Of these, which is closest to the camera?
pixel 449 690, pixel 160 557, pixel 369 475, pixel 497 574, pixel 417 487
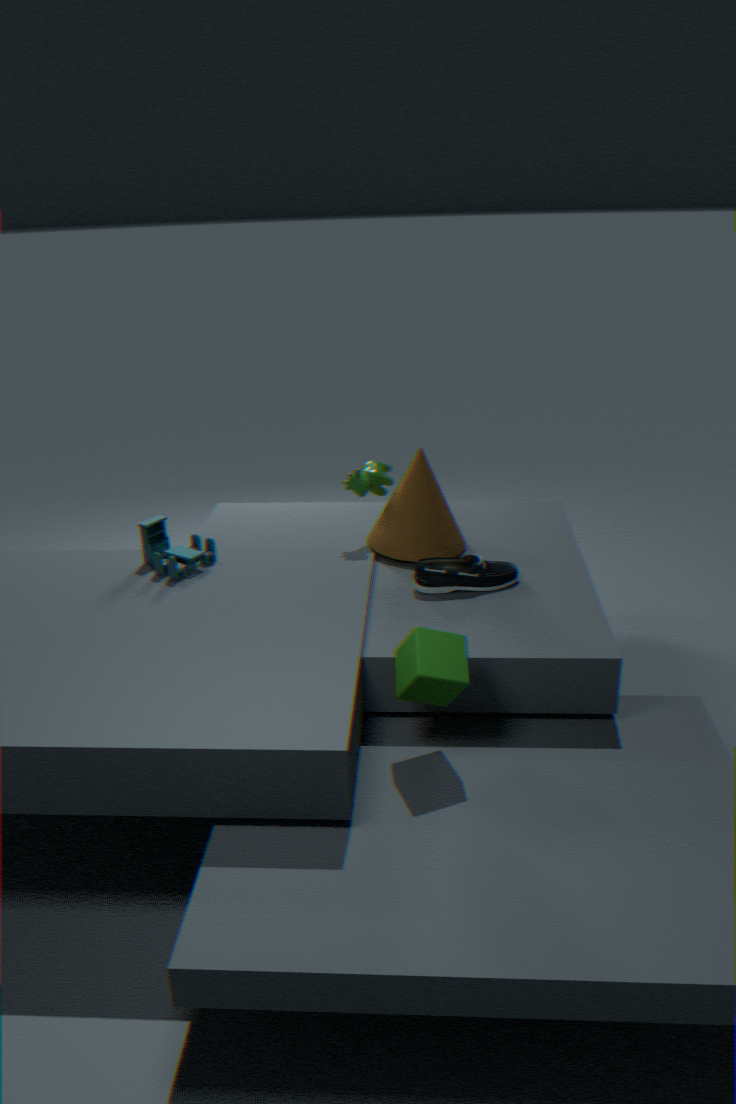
pixel 449 690
